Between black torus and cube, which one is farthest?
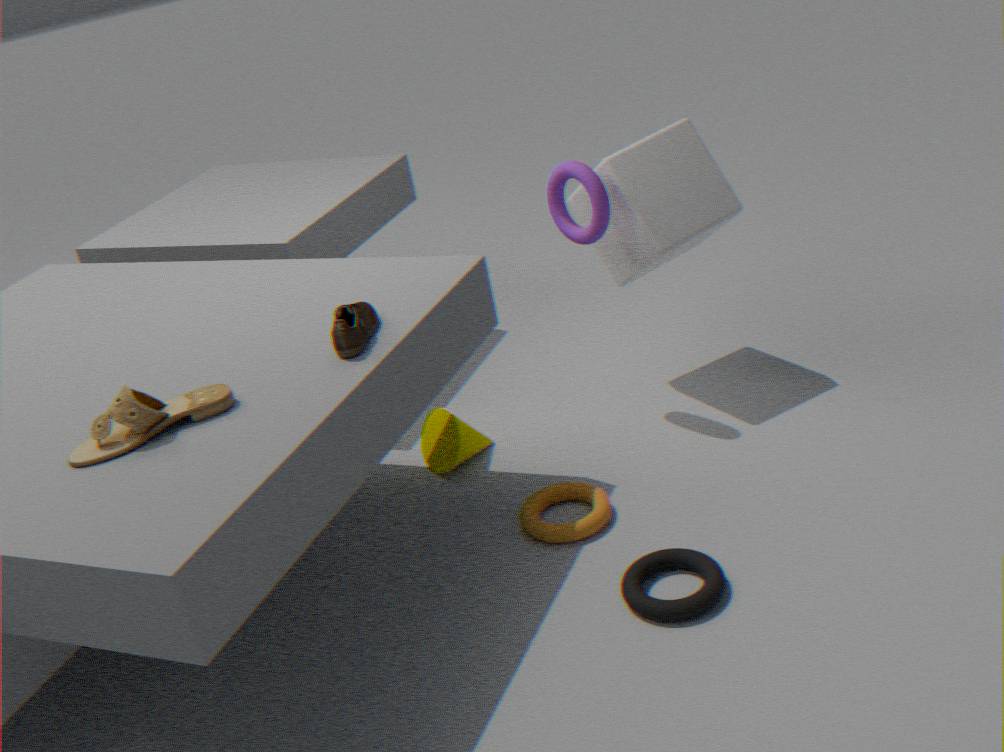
cube
